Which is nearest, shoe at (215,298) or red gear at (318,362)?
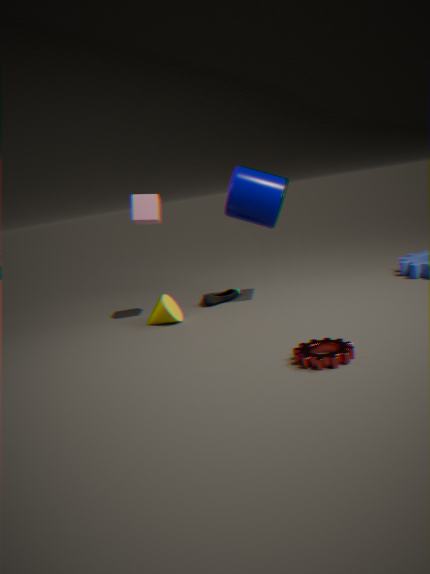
red gear at (318,362)
